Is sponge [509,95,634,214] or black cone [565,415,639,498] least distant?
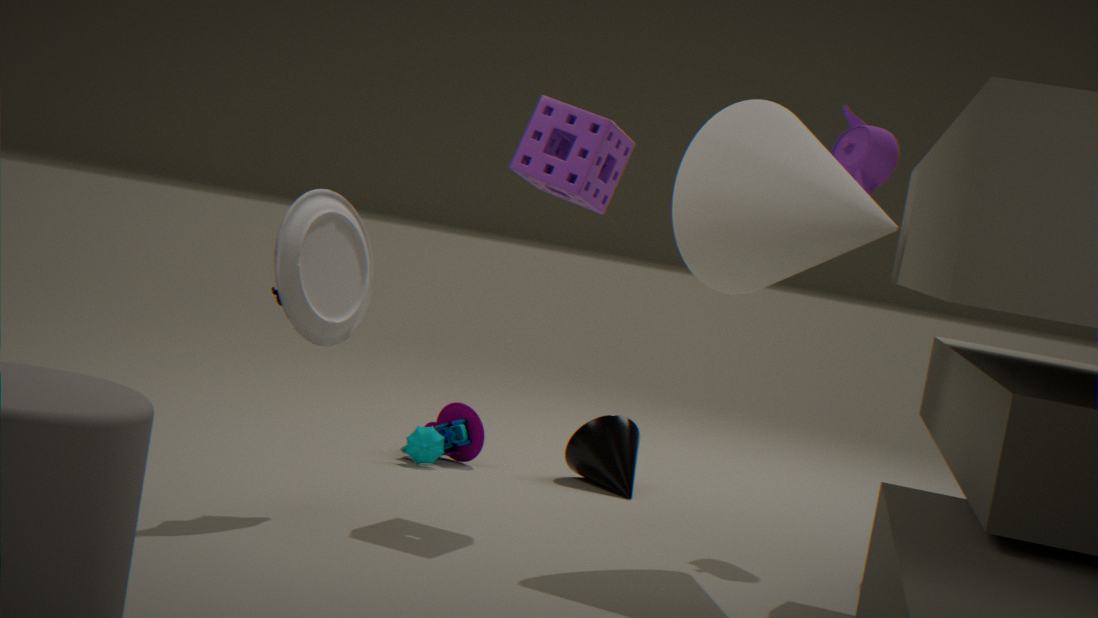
sponge [509,95,634,214]
